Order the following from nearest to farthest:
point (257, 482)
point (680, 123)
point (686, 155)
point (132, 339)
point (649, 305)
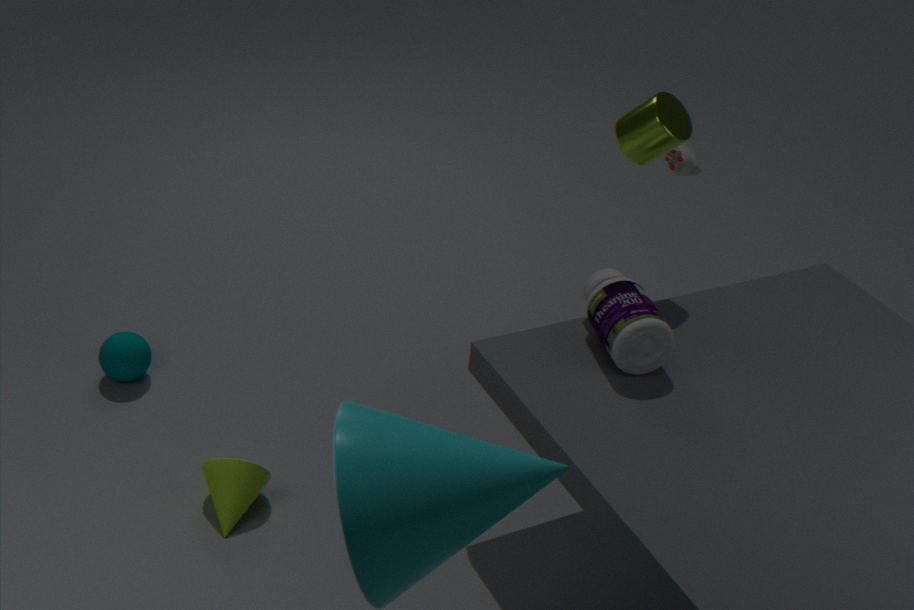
point (649, 305), point (257, 482), point (680, 123), point (132, 339), point (686, 155)
